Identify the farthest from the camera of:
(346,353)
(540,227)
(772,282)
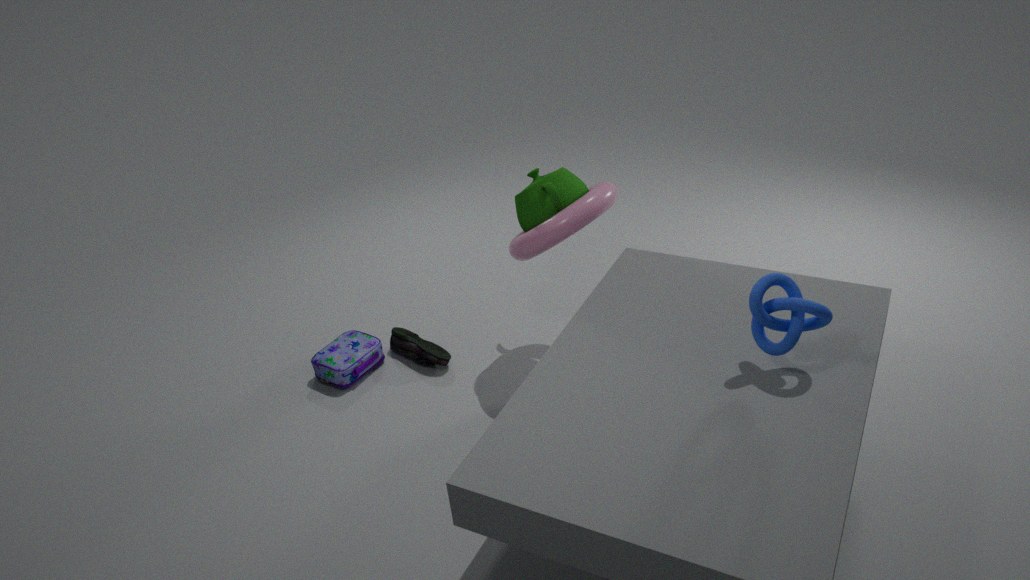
(346,353)
